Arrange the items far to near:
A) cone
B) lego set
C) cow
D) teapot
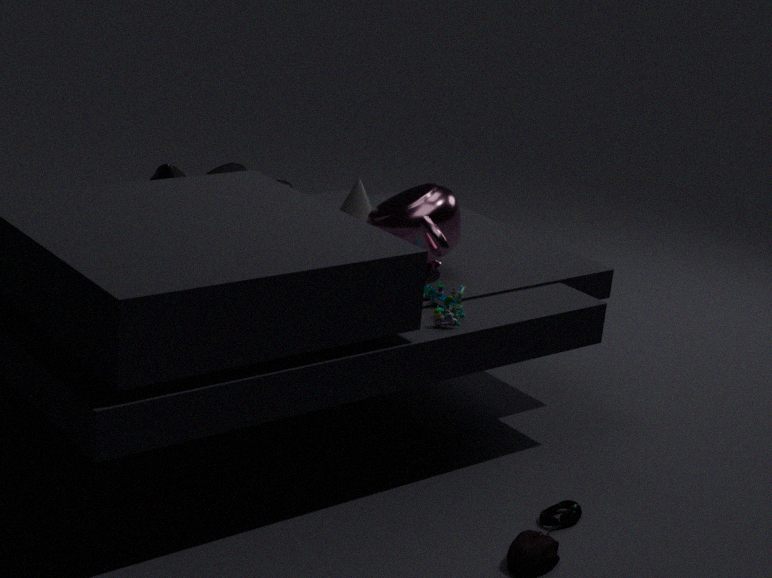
cone, cow, teapot, lego set
